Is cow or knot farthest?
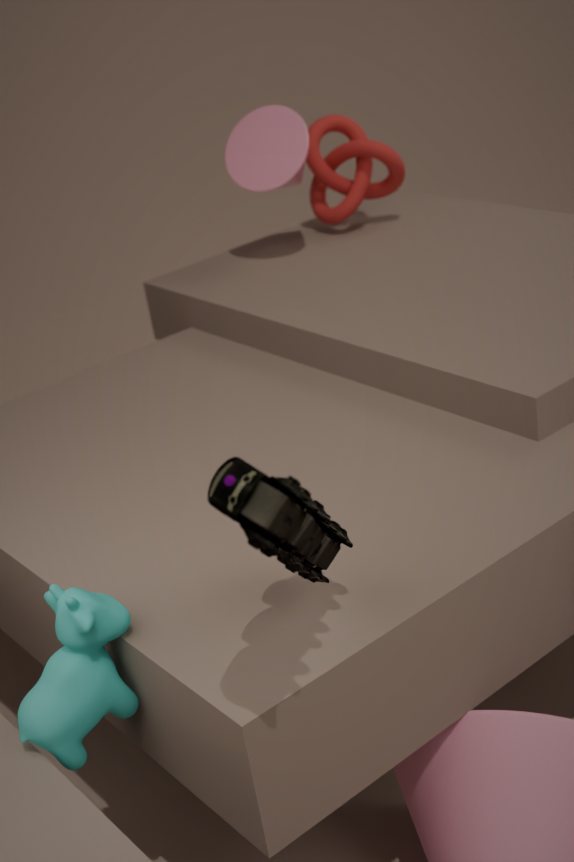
knot
